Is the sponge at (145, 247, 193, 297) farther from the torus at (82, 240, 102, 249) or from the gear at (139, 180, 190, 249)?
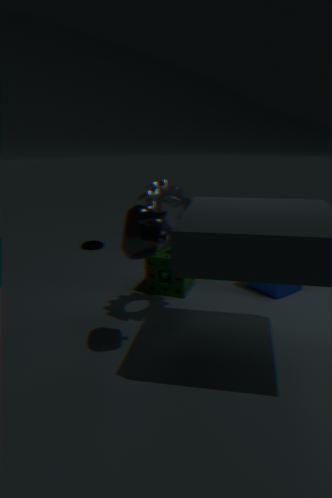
the torus at (82, 240, 102, 249)
